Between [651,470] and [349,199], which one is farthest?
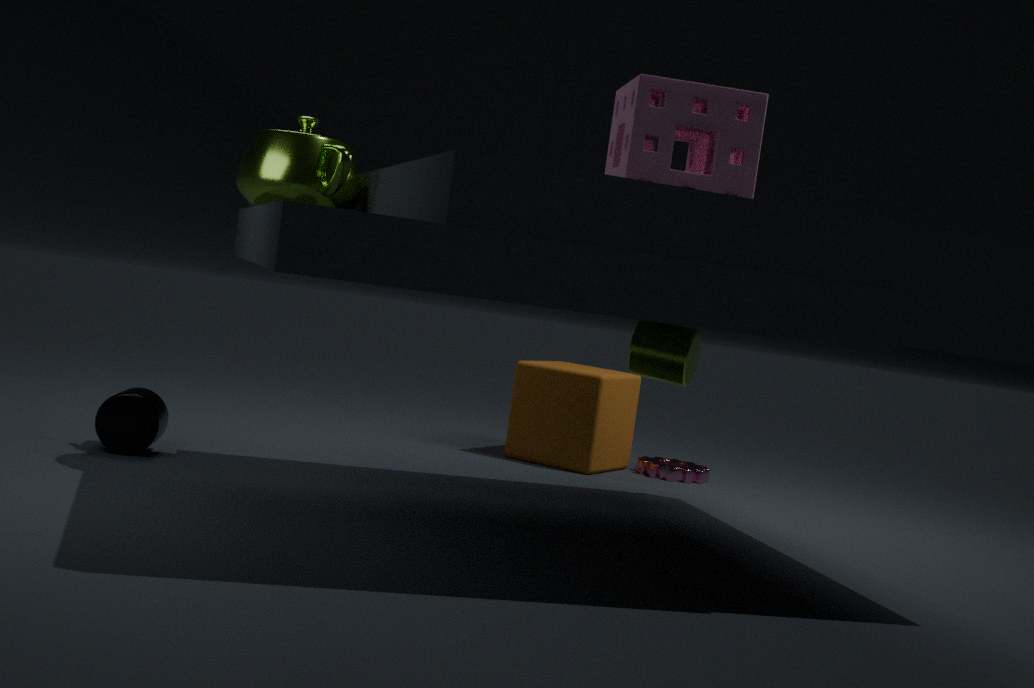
[651,470]
